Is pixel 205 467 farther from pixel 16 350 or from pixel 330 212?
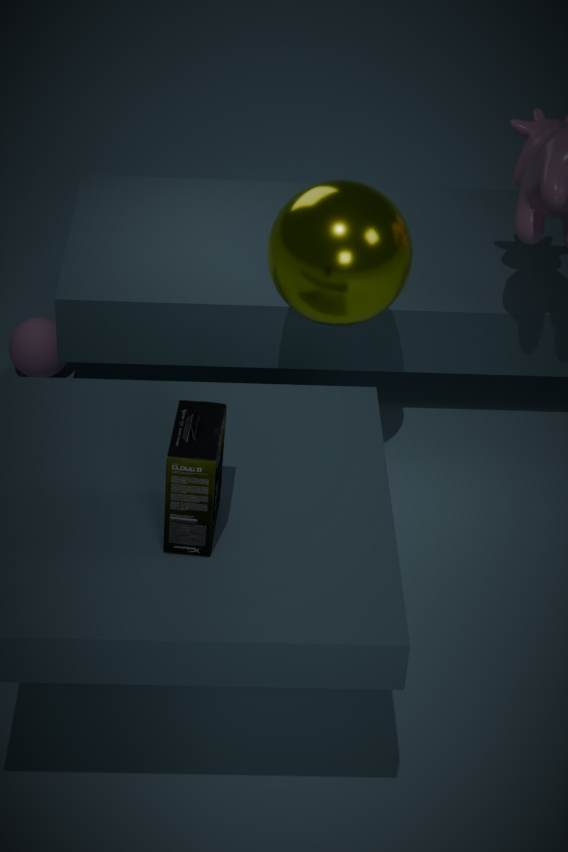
pixel 16 350
